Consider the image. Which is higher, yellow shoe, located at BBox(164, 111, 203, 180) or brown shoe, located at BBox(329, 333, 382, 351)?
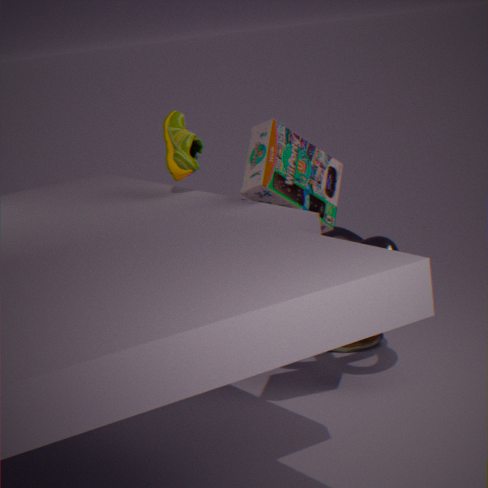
yellow shoe, located at BBox(164, 111, 203, 180)
